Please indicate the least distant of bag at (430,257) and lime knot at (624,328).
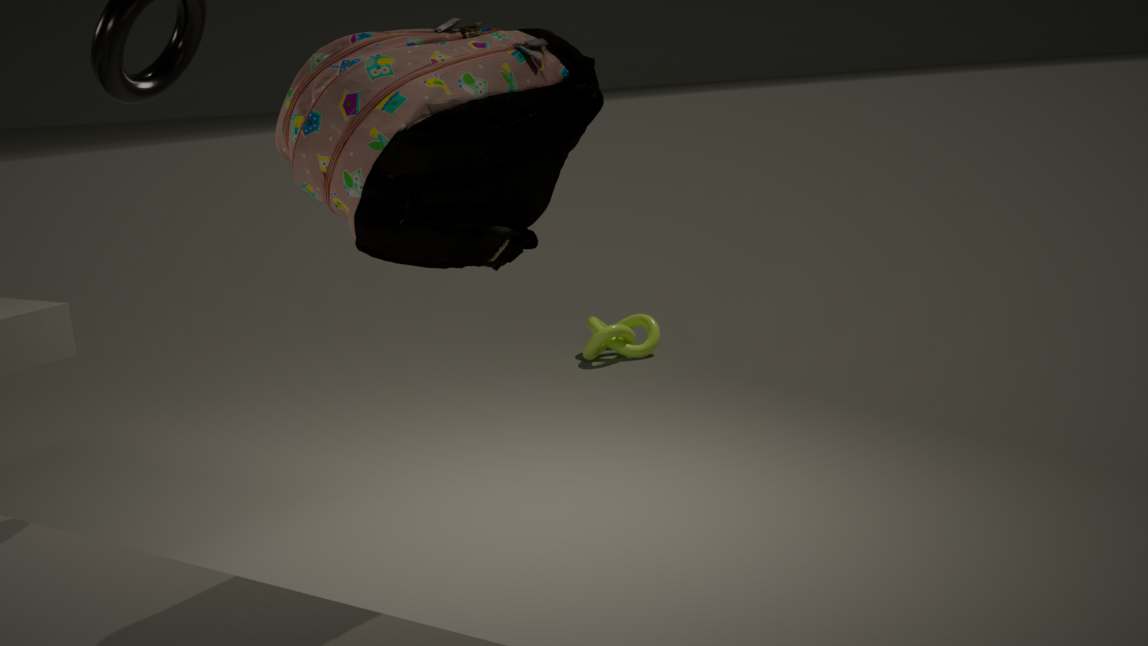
bag at (430,257)
